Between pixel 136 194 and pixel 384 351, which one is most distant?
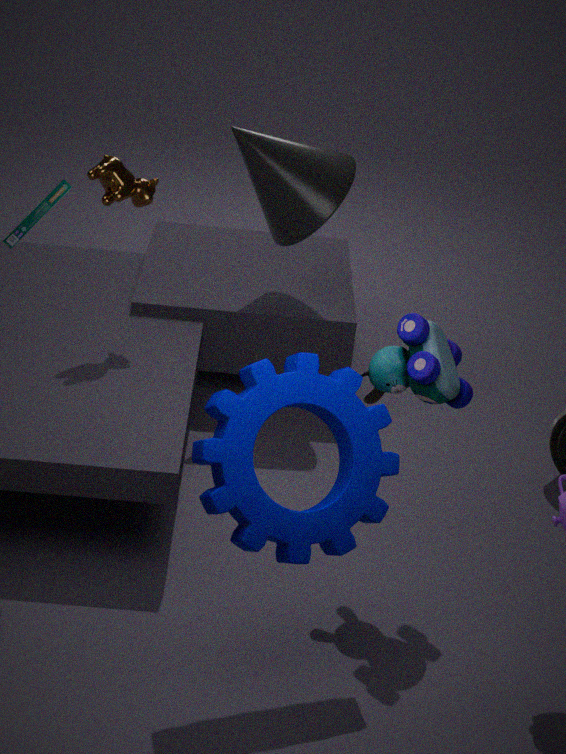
pixel 136 194
